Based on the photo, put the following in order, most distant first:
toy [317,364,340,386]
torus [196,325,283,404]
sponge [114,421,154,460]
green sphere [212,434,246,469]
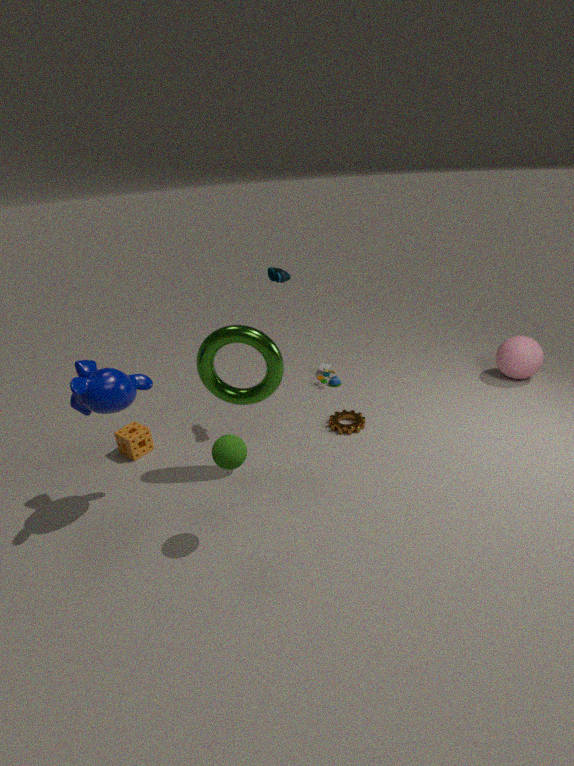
1. toy [317,364,340,386]
2. sponge [114,421,154,460]
3. torus [196,325,283,404]
4. green sphere [212,434,246,469]
